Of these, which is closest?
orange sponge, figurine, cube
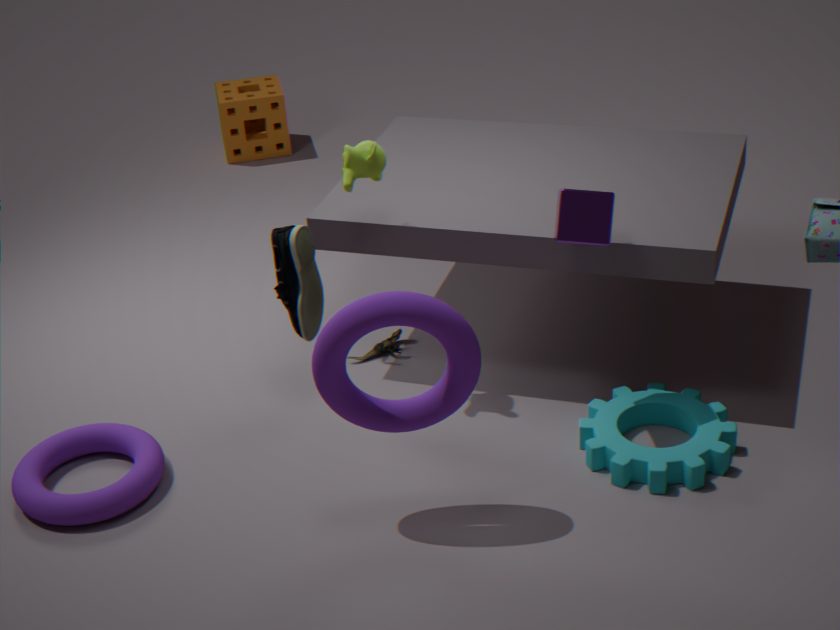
cube
